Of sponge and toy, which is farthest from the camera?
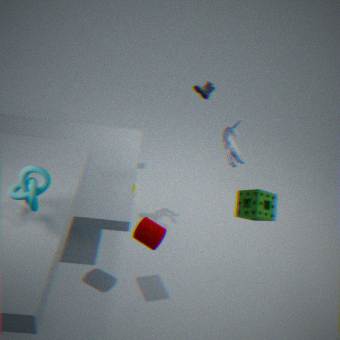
toy
